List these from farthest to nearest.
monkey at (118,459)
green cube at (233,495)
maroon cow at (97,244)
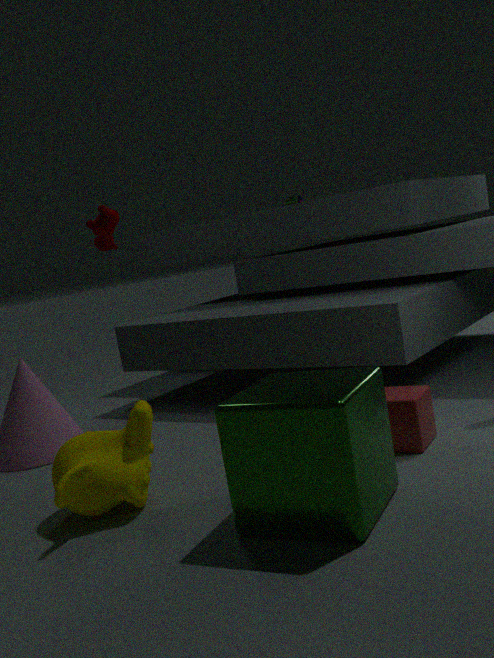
1. maroon cow at (97,244)
2. monkey at (118,459)
3. green cube at (233,495)
